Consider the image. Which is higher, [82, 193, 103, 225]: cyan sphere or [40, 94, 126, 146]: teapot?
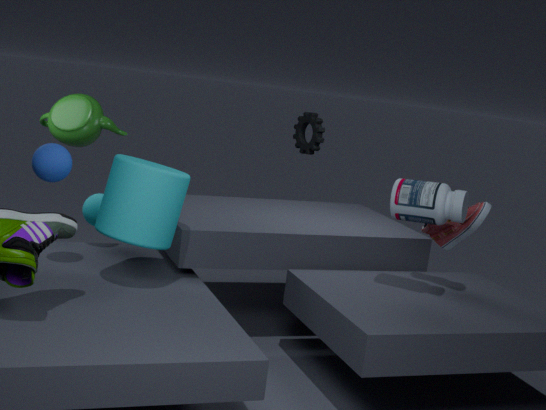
[40, 94, 126, 146]: teapot
